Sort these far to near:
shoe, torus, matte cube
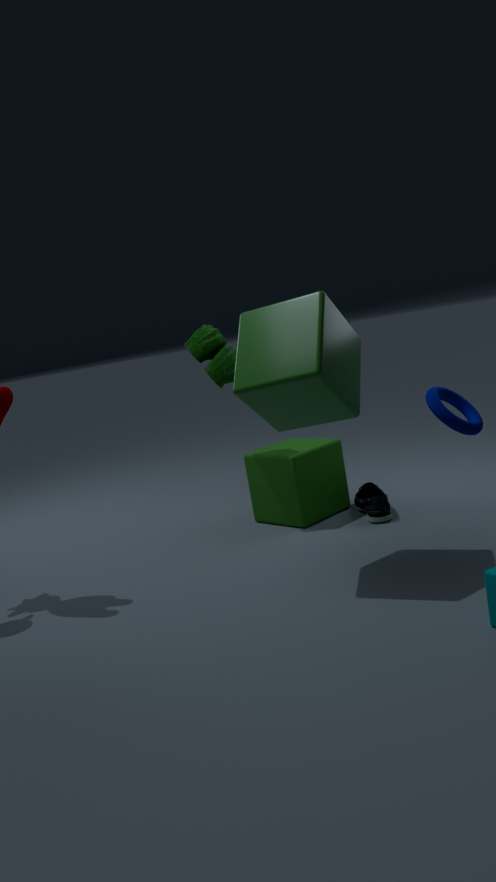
matte cube
shoe
torus
